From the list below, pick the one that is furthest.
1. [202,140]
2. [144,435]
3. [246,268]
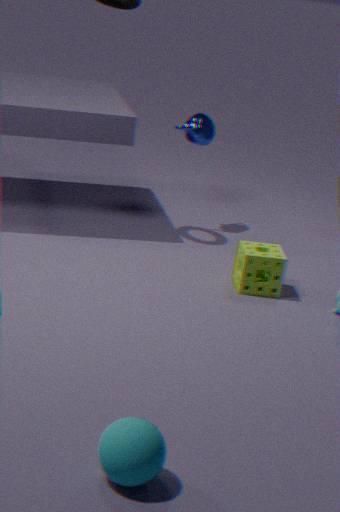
[202,140]
